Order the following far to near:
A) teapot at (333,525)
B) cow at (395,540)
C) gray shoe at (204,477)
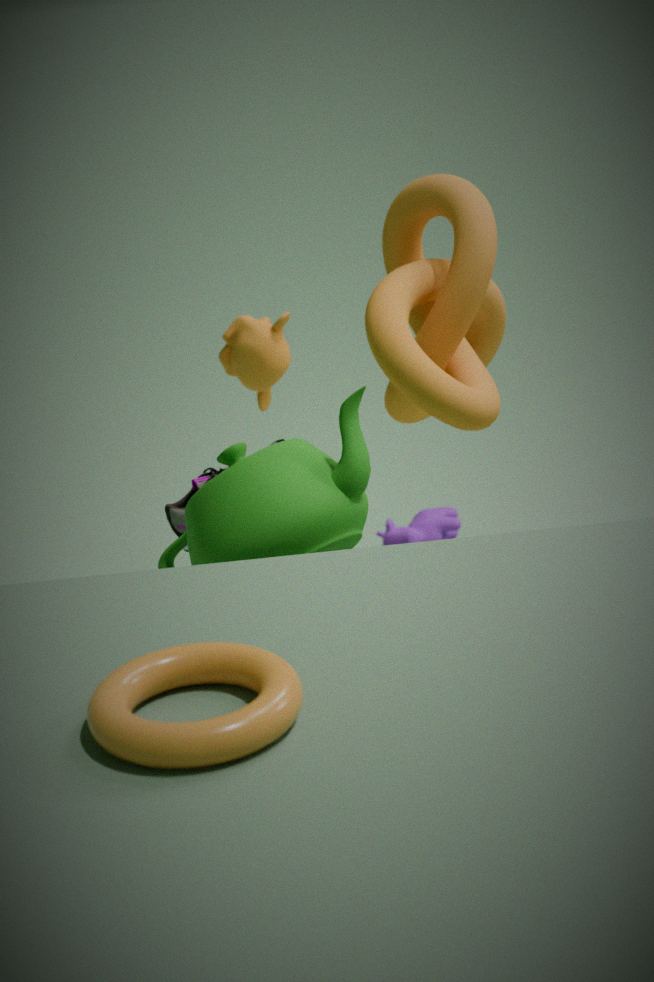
1. cow at (395,540)
2. gray shoe at (204,477)
3. teapot at (333,525)
